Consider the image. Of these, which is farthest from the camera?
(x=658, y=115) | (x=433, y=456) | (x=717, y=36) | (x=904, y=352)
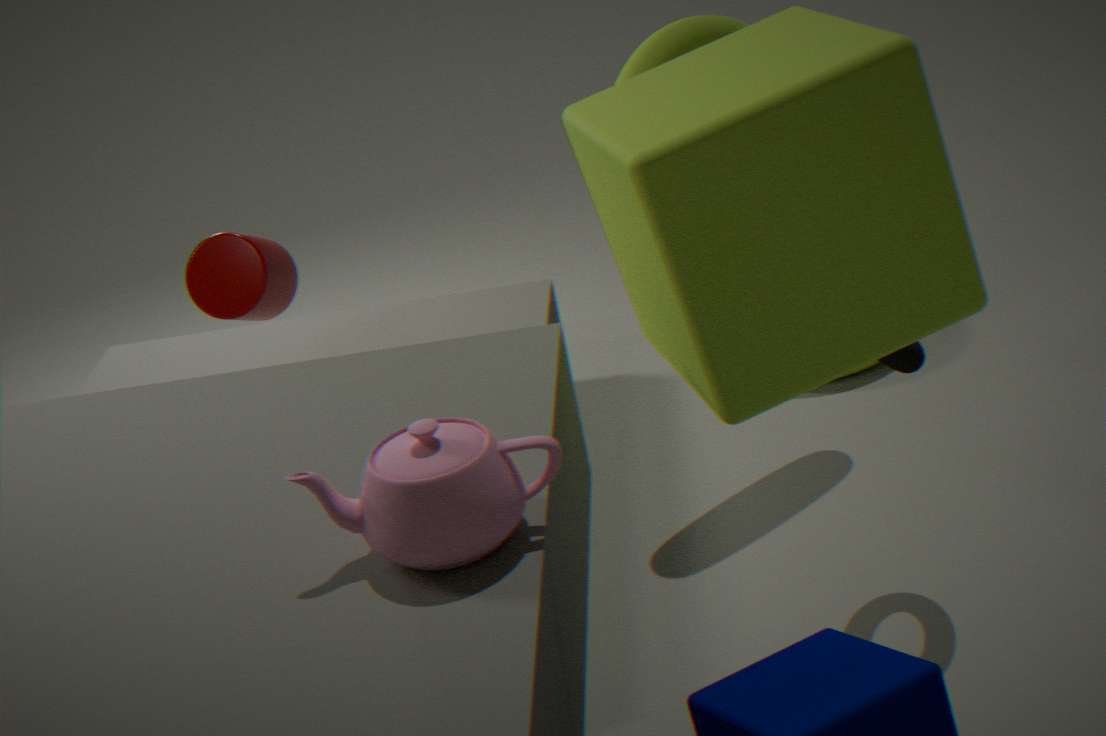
(x=717, y=36)
